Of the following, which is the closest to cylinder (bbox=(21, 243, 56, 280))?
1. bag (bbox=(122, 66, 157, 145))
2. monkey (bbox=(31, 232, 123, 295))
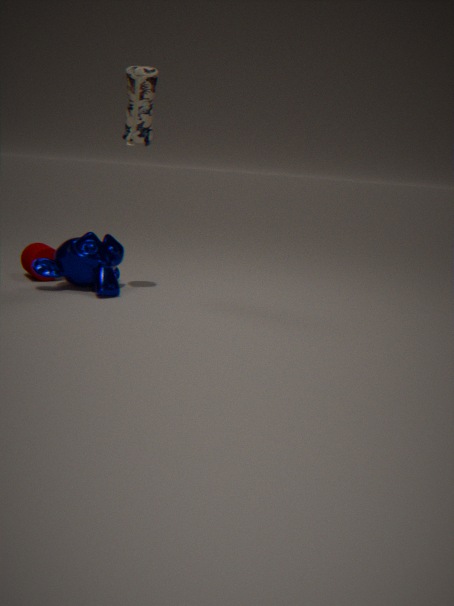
monkey (bbox=(31, 232, 123, 295))
